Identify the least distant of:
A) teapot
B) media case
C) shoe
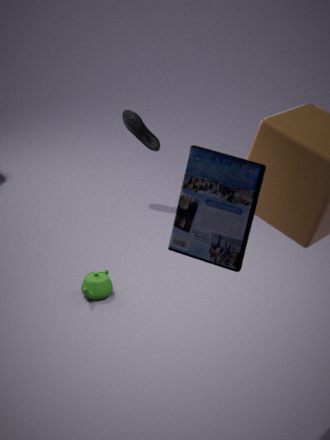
media case
